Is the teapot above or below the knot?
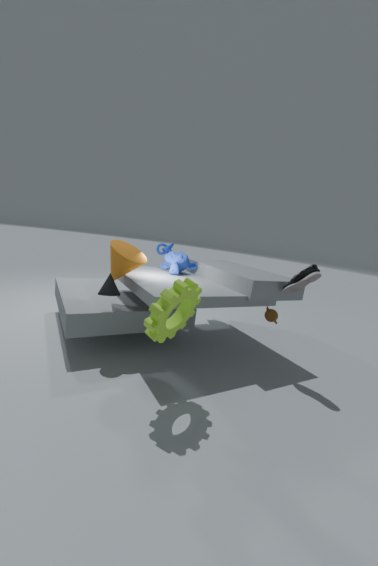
below
